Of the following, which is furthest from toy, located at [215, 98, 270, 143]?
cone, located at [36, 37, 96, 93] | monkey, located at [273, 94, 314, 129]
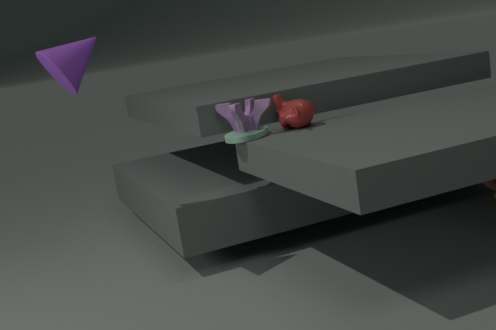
cone, located at [36, 37, 96, 93]
